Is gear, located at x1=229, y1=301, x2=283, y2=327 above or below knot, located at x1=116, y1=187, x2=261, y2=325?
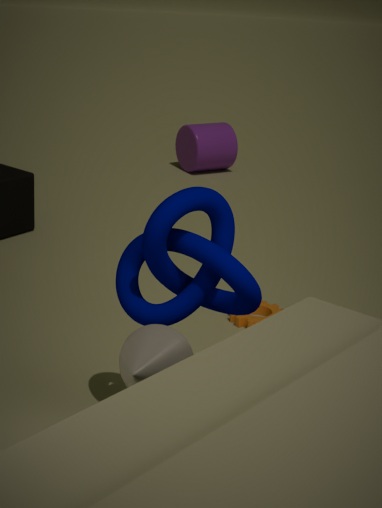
below
